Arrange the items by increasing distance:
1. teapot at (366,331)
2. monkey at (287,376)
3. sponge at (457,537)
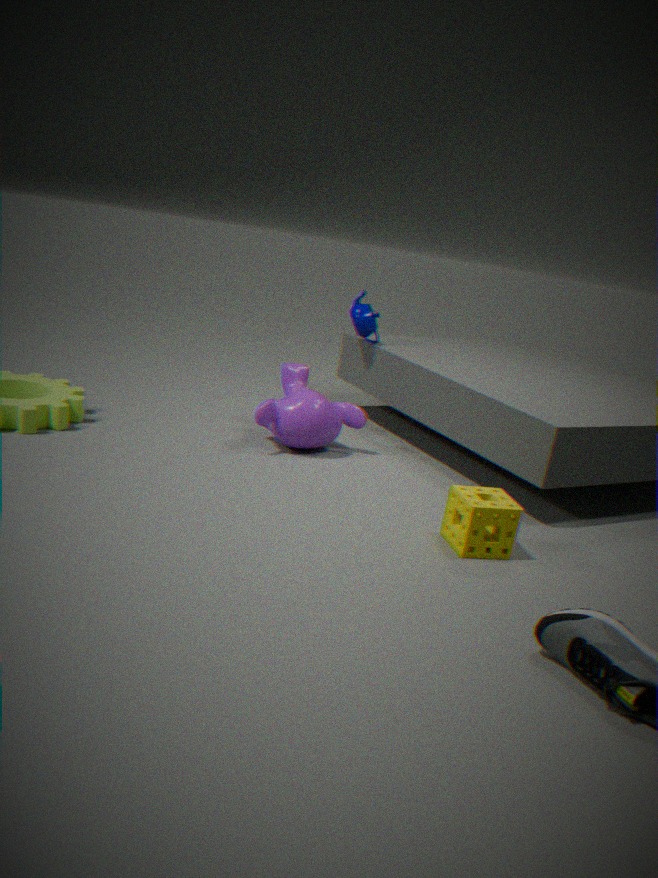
sponge at (457,537)
monkey at (287,376)
teapot at (366,331)
